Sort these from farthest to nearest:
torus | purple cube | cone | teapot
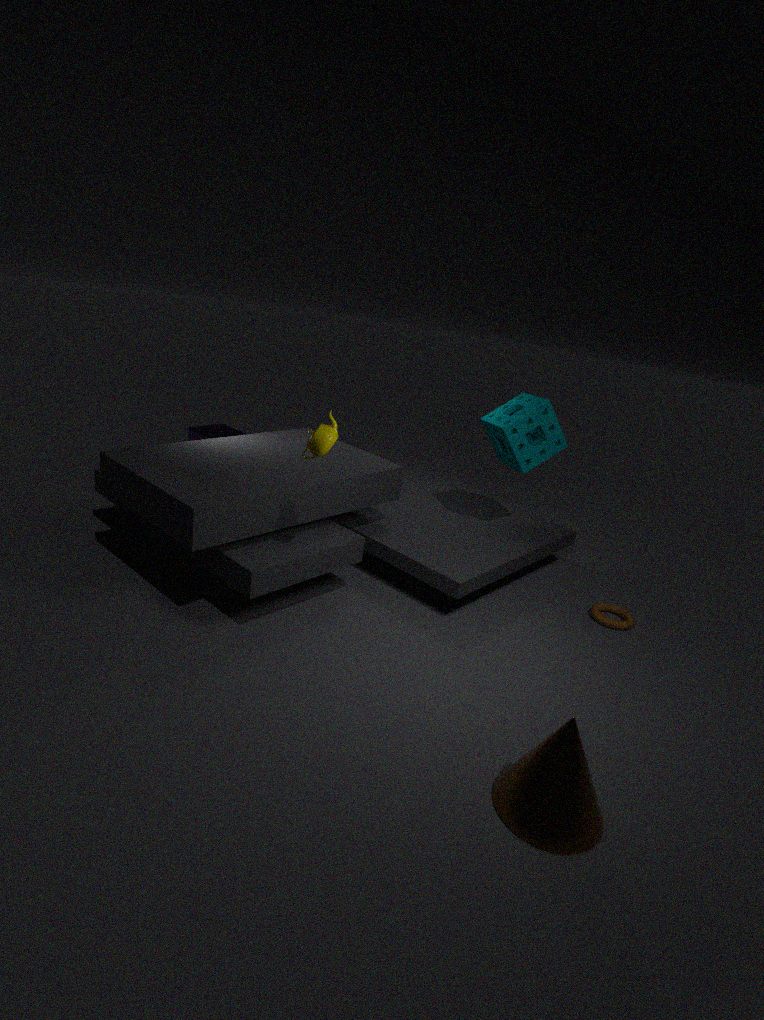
1. purple cube
2. torus
3. teapot
4. cone
